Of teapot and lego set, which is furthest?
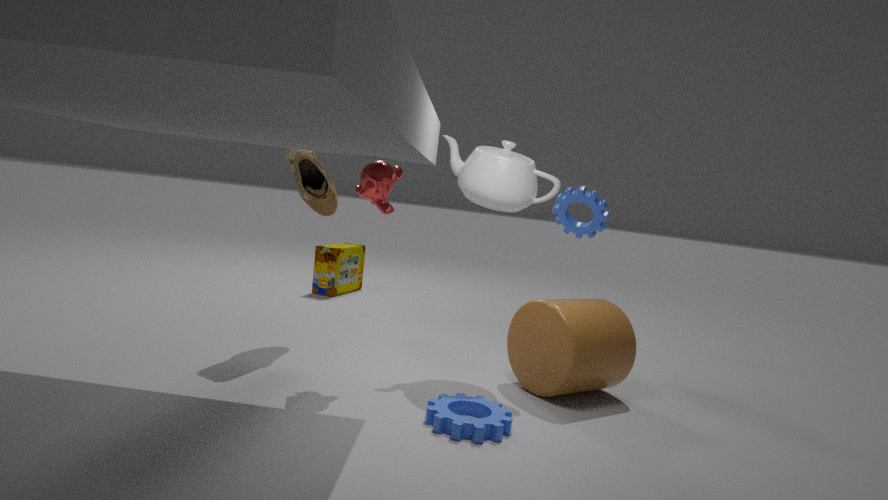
lego set
